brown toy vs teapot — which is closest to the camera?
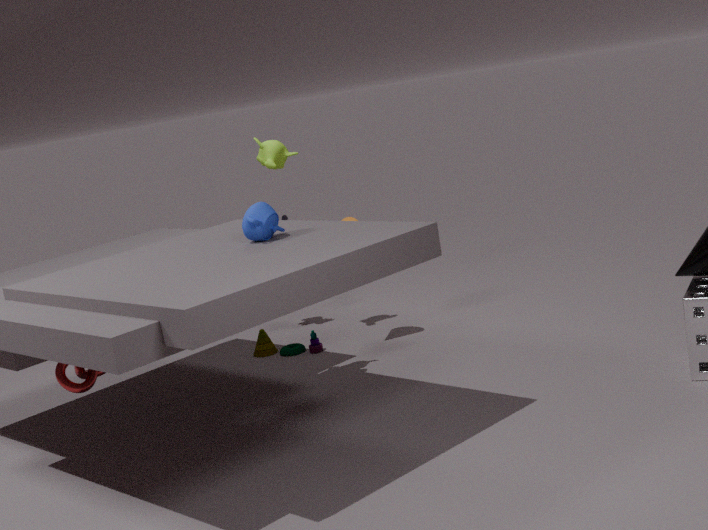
teapot
